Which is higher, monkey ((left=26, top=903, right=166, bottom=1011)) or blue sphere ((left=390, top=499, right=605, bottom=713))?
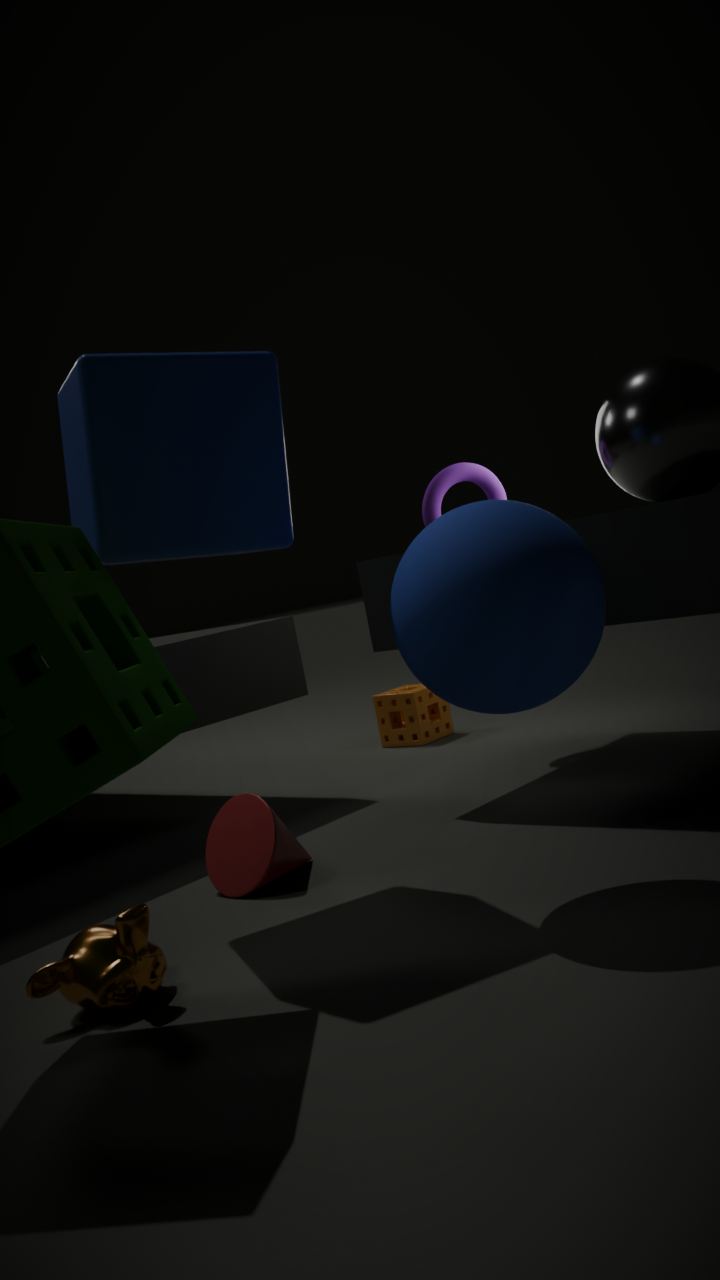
blue sphere ((left=390, top=499, right=605, bottom=713))
